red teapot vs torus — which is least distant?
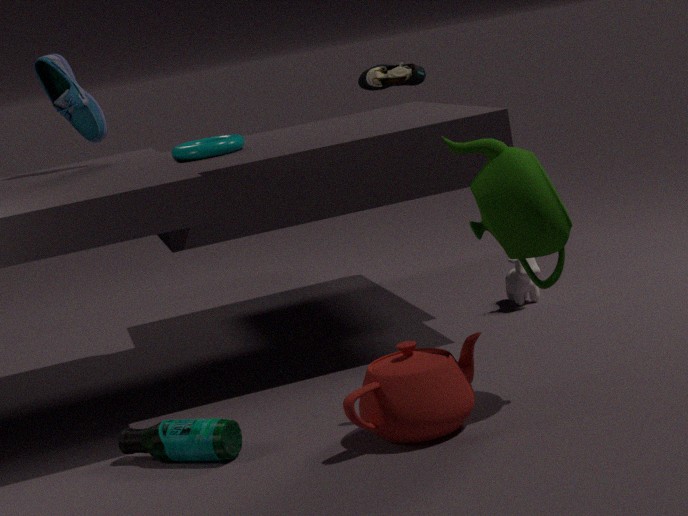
red teapot
